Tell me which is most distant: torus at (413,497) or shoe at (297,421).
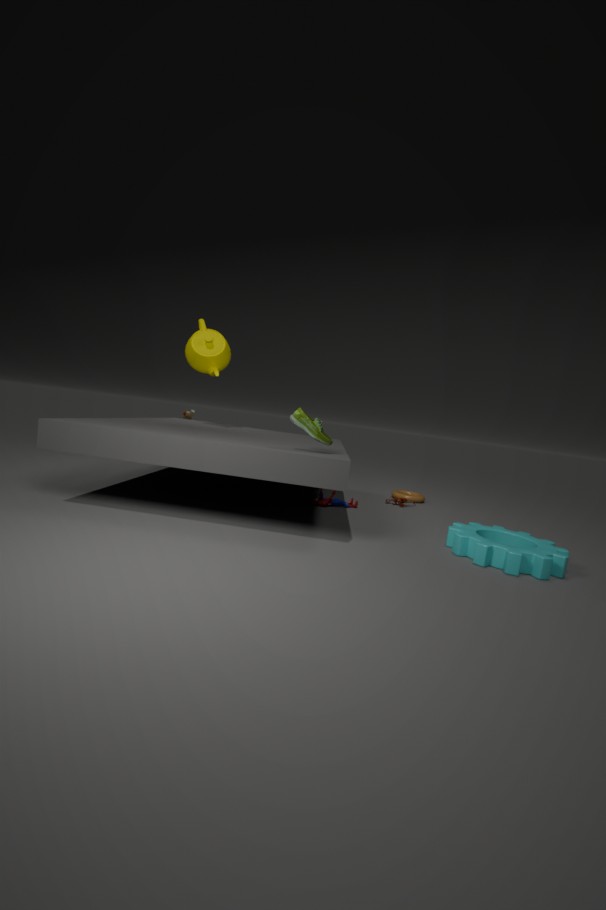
torus at (413,497)
